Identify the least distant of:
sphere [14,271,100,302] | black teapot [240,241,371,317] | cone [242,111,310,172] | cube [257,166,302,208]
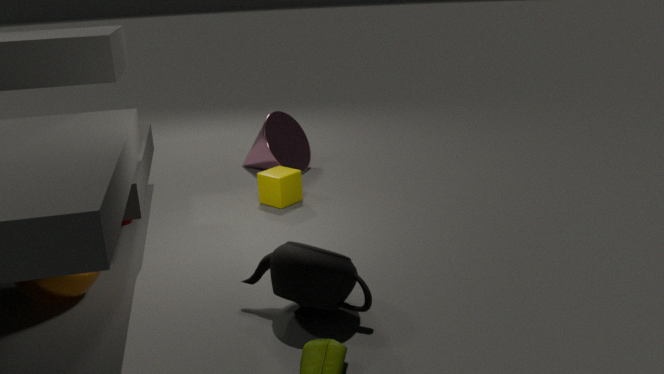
black teapot [240,241,371,317]
